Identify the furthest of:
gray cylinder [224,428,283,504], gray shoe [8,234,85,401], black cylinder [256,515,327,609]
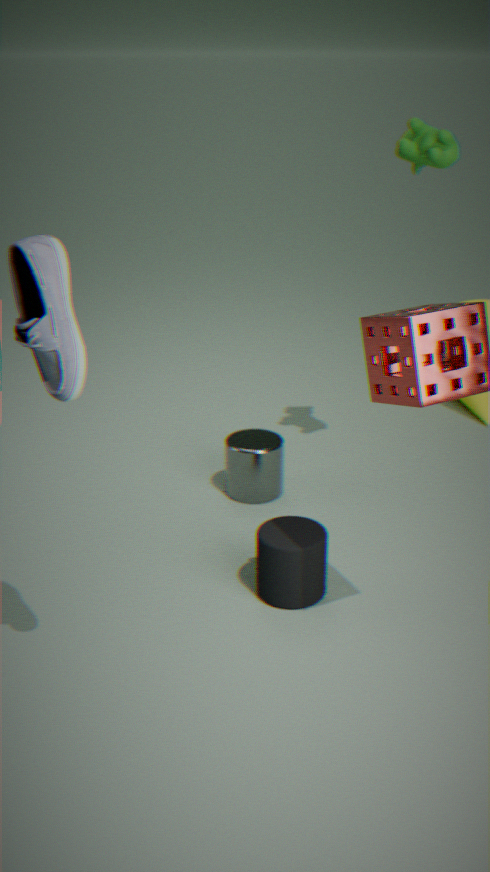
gray cylinder [224,428,283,504]
